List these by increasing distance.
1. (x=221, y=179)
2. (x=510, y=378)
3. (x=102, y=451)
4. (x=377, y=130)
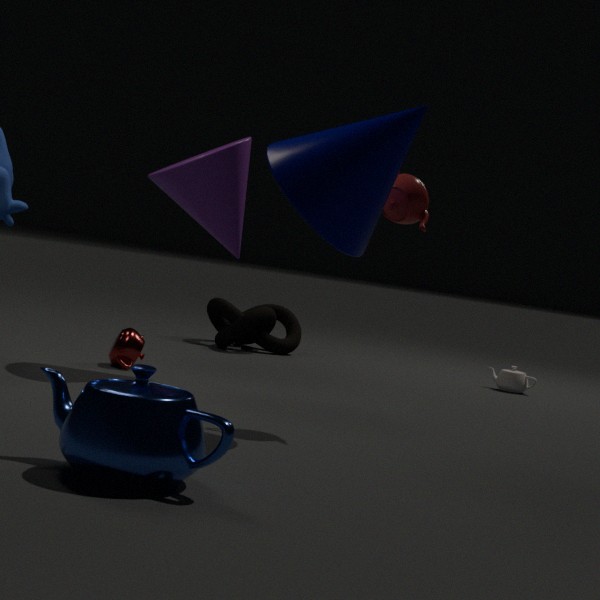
(x=102, y=451)
(x=377, y=130)
(x=221, y=179)
(x=510, y=378)
